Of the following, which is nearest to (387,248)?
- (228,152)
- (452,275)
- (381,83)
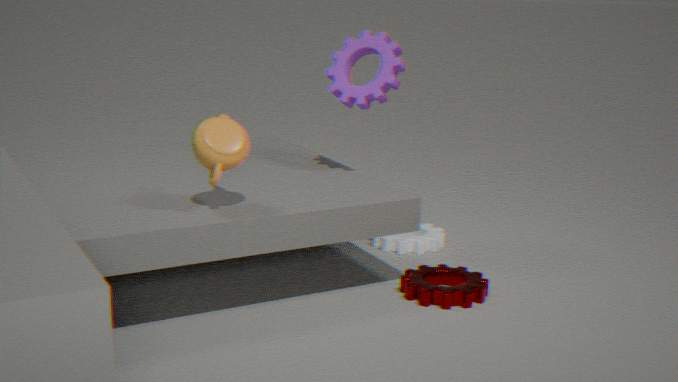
(452,275)
